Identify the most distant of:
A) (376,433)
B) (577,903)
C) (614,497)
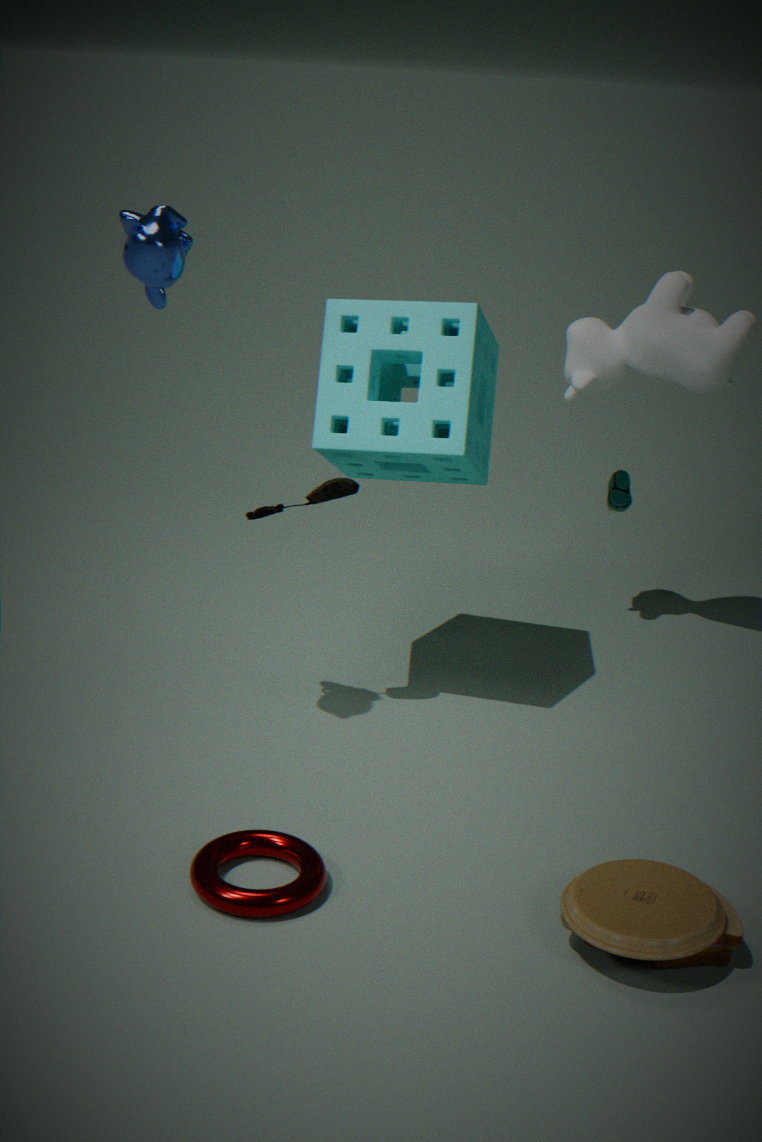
C. (614,497)
